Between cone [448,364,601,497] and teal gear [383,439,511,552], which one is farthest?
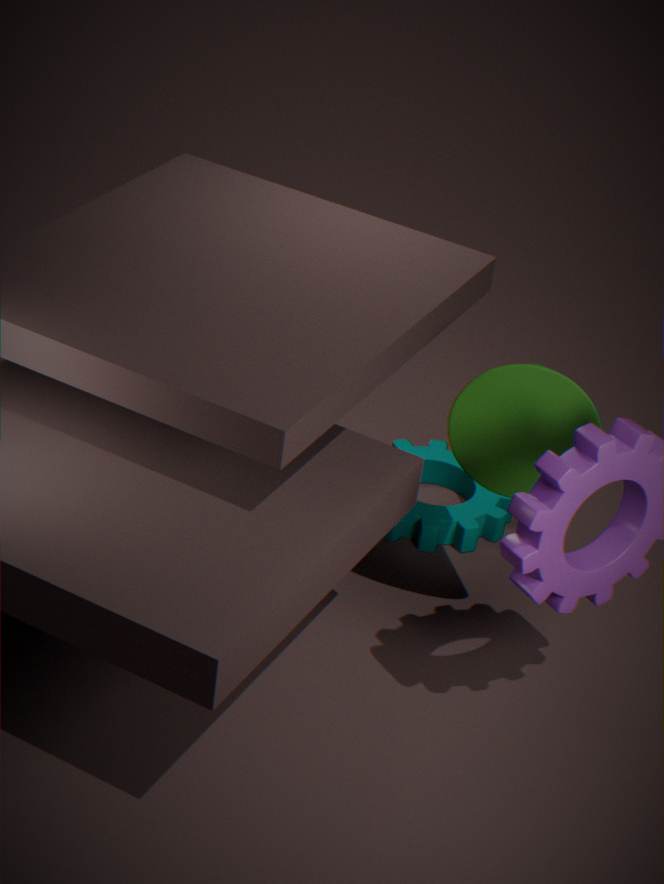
teal gear [383,439,511,552]
